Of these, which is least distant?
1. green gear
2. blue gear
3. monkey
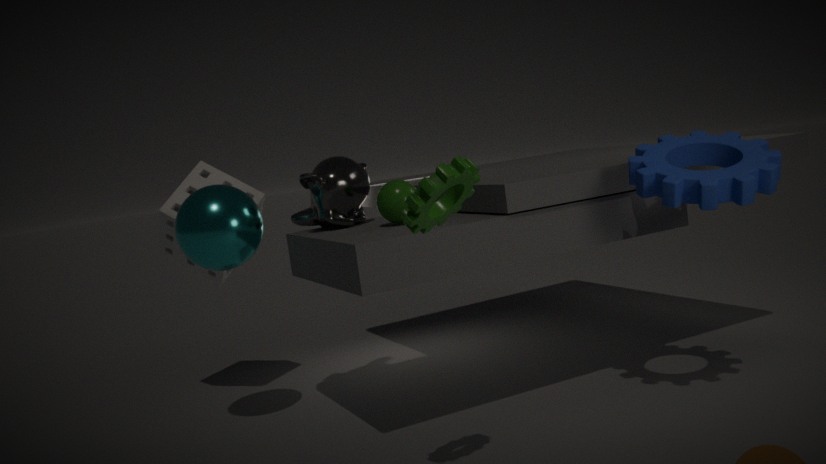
green gear
